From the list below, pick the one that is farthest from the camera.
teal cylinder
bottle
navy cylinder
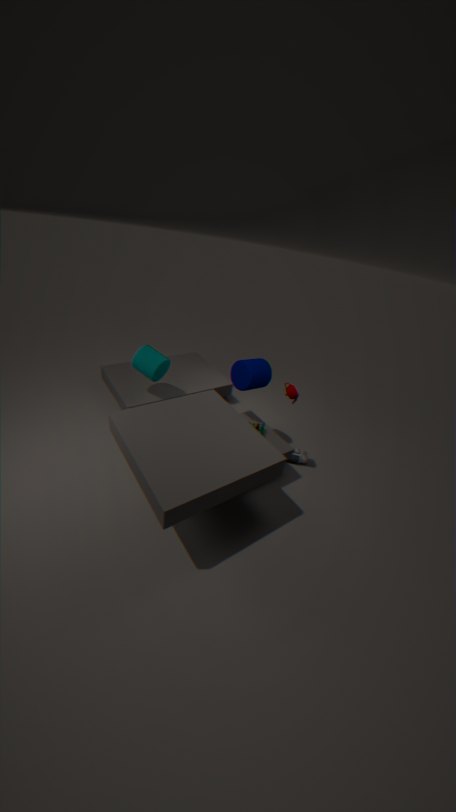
bottle
